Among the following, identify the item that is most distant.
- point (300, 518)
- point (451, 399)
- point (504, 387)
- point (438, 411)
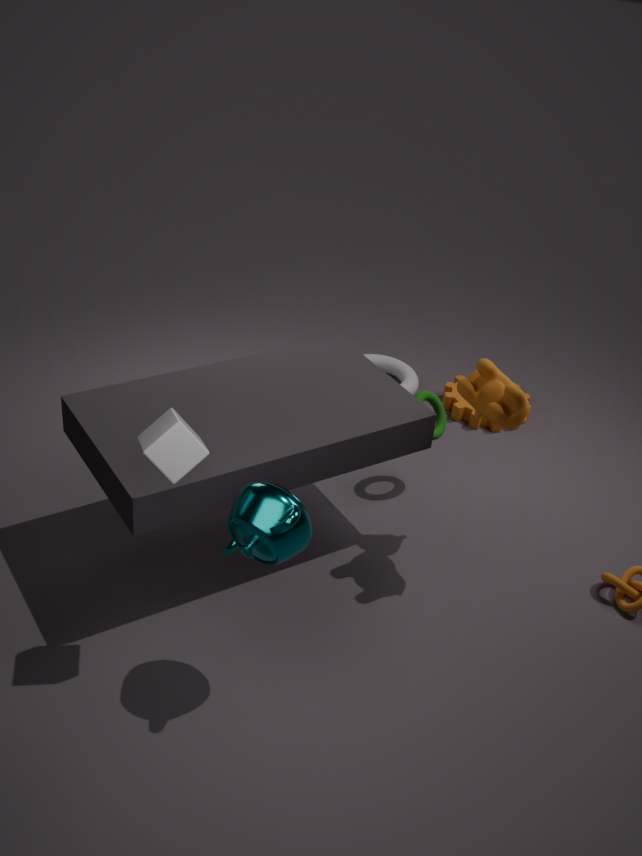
point (451, 399)
